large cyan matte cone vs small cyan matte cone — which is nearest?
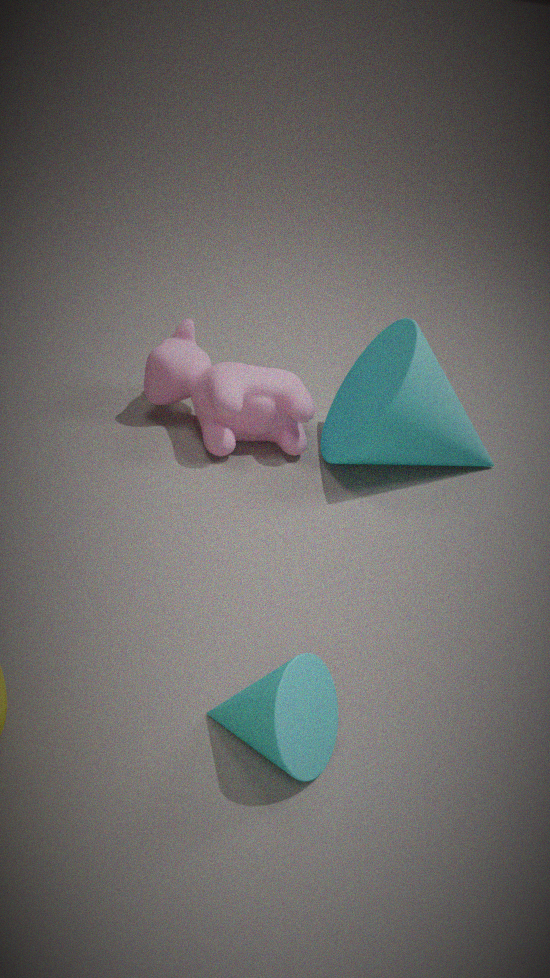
small cyan matte cone
